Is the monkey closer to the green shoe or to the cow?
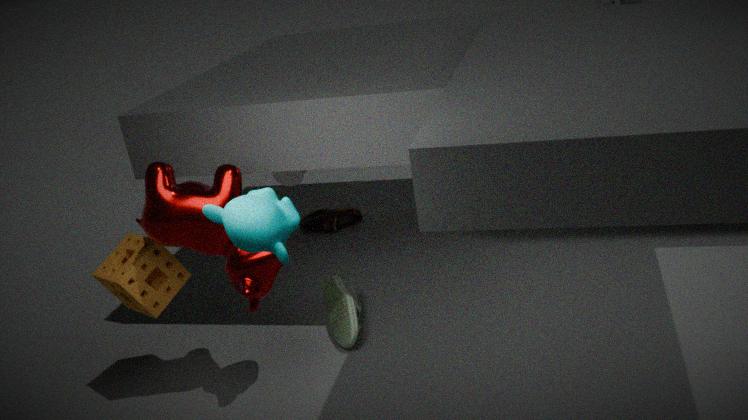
the cow
